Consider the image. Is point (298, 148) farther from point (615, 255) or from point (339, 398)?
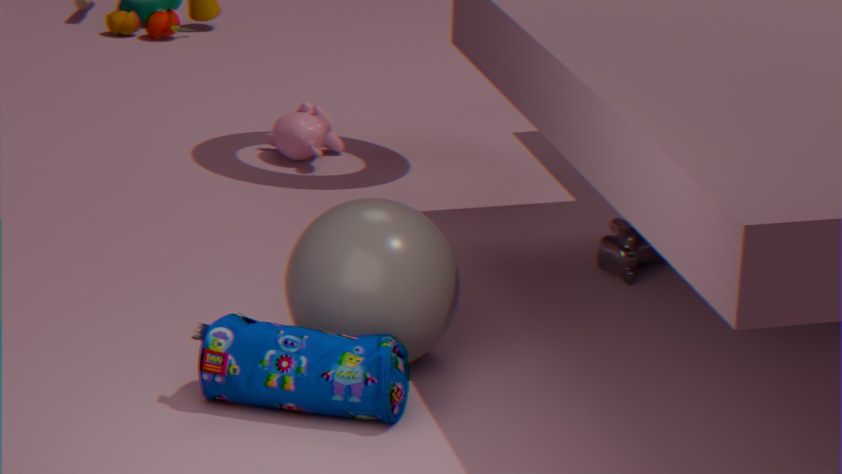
point (339, 398)
